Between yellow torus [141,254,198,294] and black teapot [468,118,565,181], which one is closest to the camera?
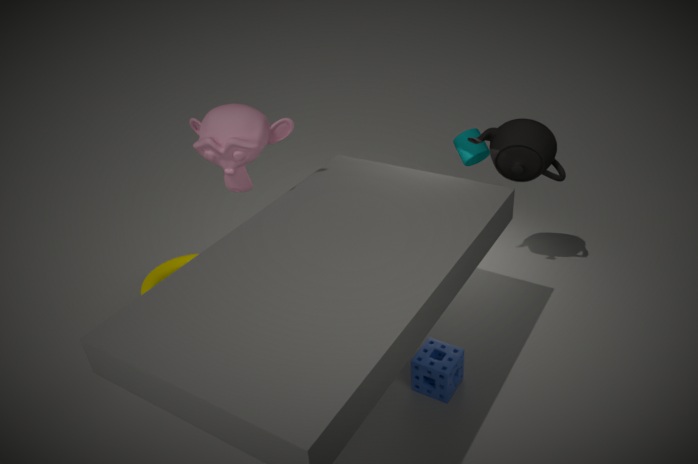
black teapot [468,118,565,181]
